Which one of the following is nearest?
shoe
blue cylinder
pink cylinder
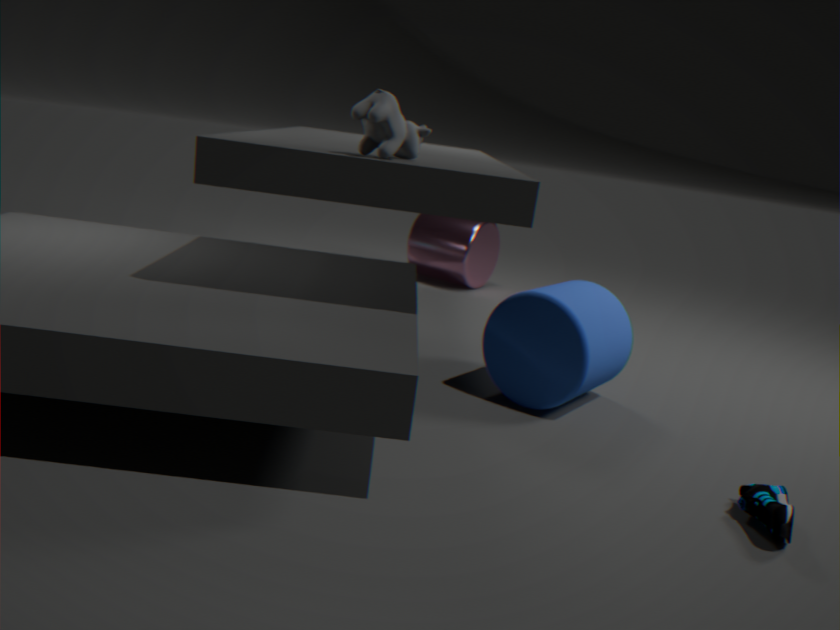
shoe
